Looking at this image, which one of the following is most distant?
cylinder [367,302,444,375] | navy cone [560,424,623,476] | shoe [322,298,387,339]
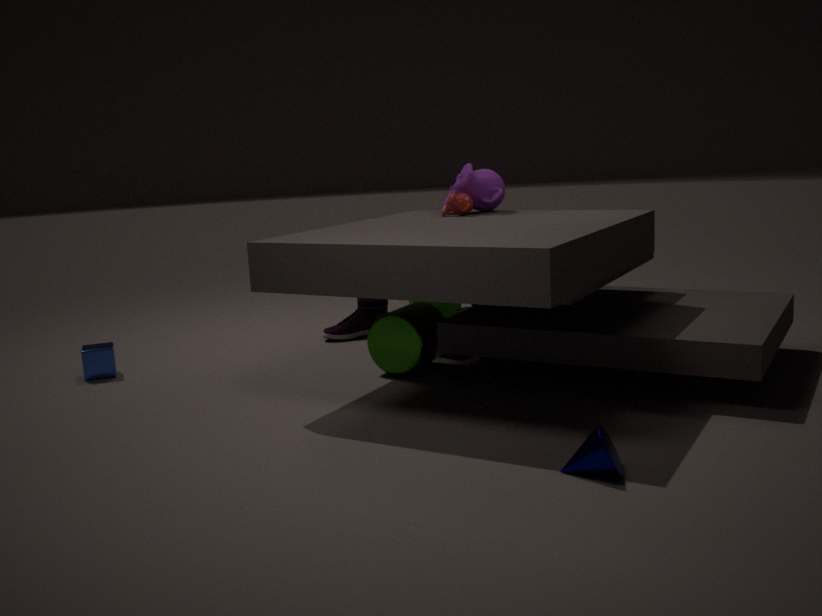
shoe [322,298,387,339]
